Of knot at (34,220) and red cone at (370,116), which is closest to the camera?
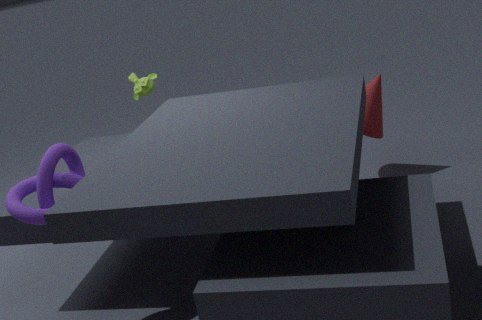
knot at (34,220)
